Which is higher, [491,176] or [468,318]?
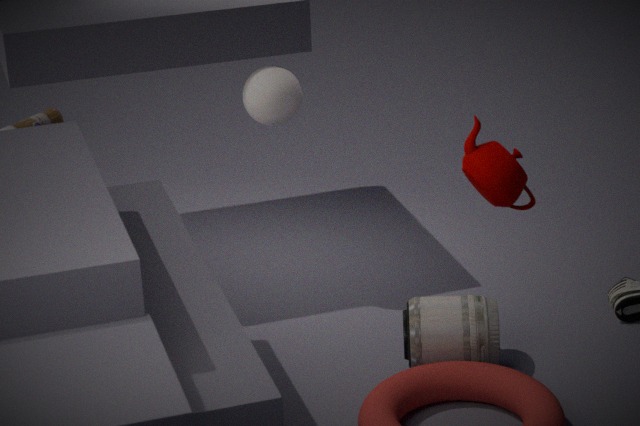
[491,176]
